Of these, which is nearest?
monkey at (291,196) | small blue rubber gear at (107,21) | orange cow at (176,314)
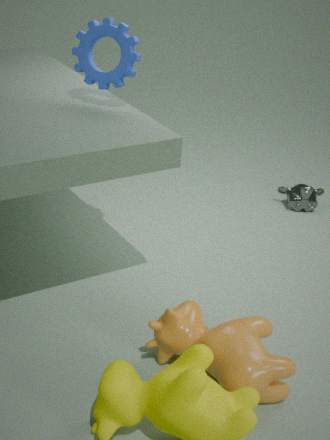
orange cow at (176,314)
